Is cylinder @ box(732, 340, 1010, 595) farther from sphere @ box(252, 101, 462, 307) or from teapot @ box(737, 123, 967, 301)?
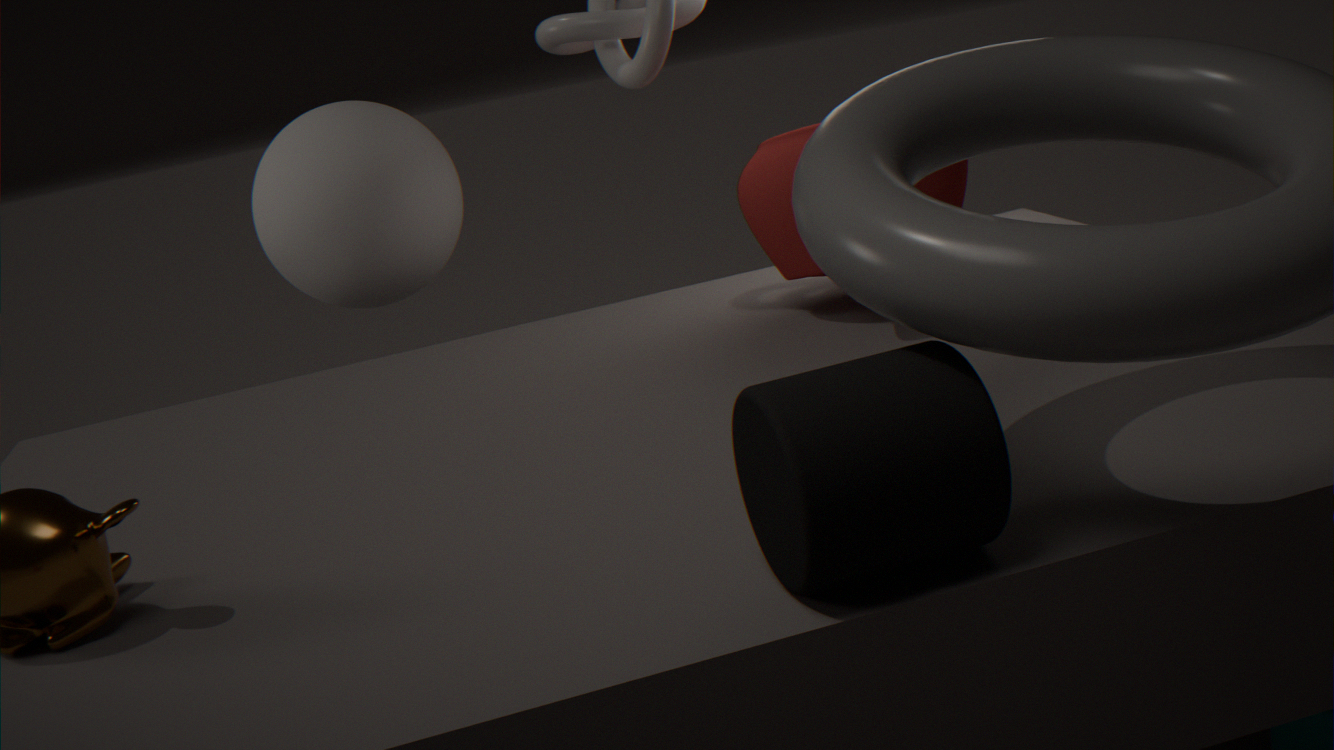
sphere @ box(252, 101, 462, 307)
